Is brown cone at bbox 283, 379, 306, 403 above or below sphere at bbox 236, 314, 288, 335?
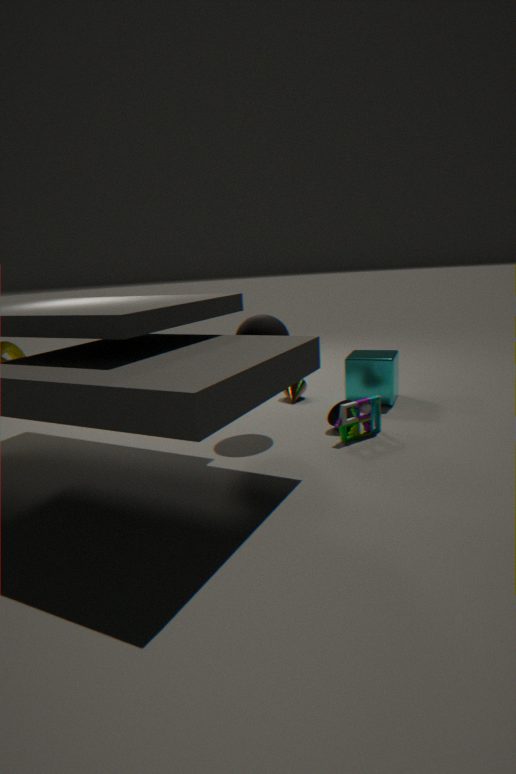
below
